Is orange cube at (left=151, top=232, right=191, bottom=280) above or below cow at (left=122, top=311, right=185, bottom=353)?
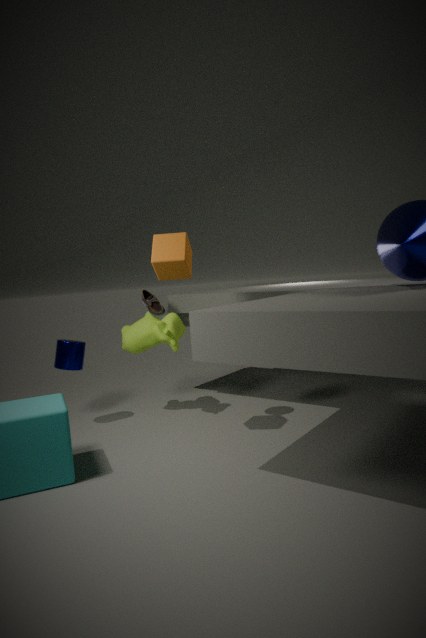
above
